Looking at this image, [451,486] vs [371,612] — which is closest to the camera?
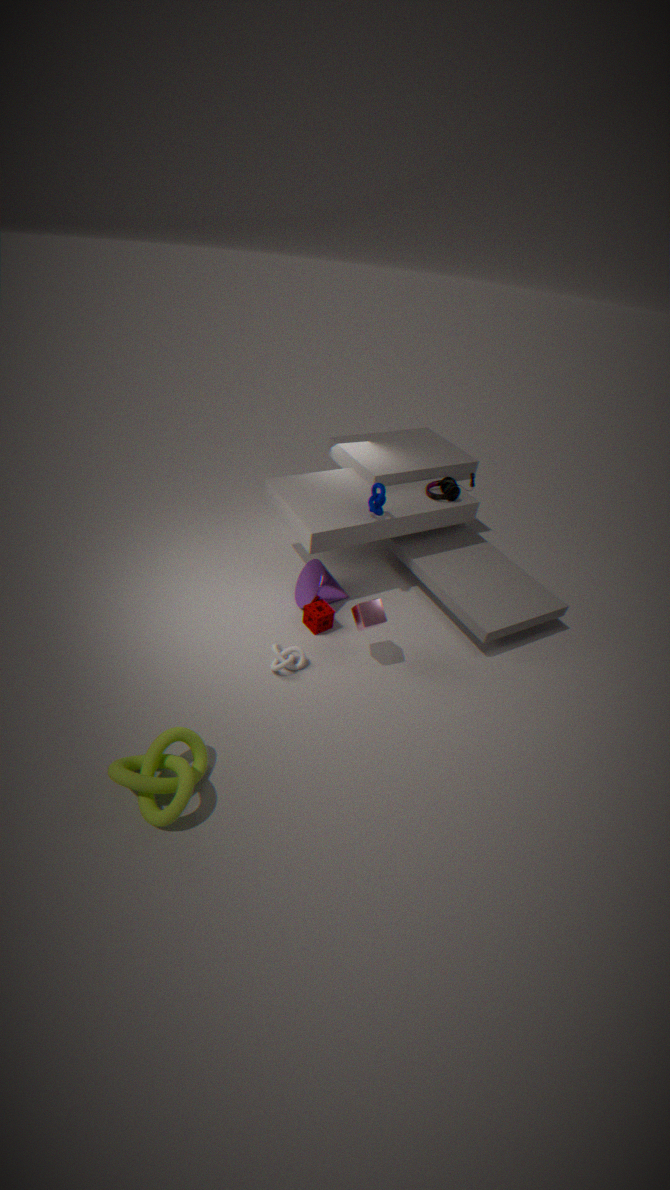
[371,612]
